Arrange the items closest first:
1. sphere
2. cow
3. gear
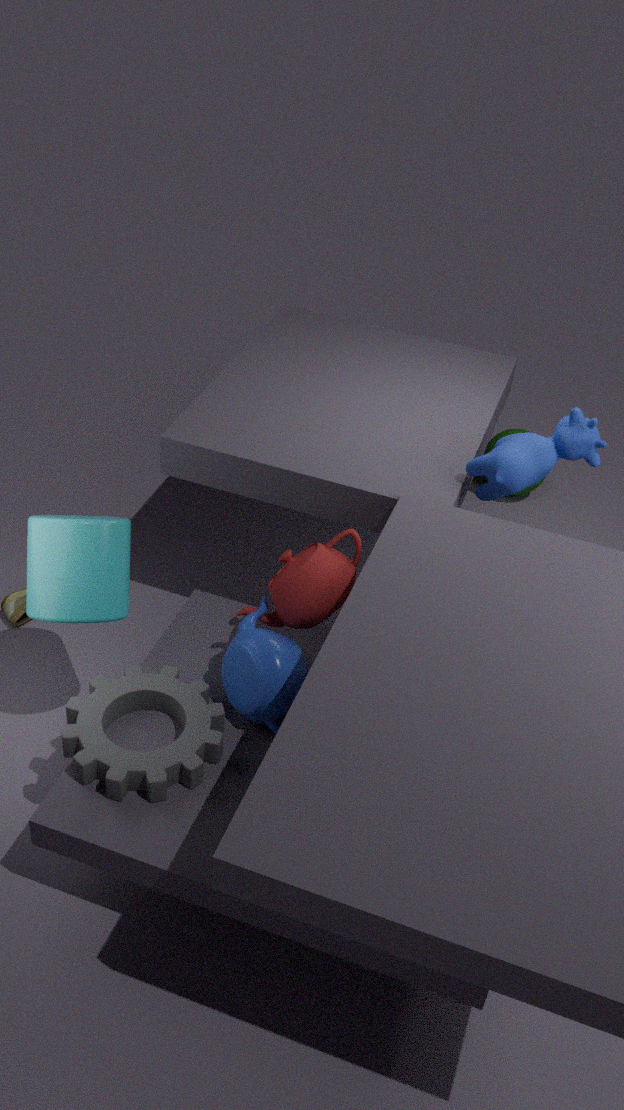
gear
cow
sphere
